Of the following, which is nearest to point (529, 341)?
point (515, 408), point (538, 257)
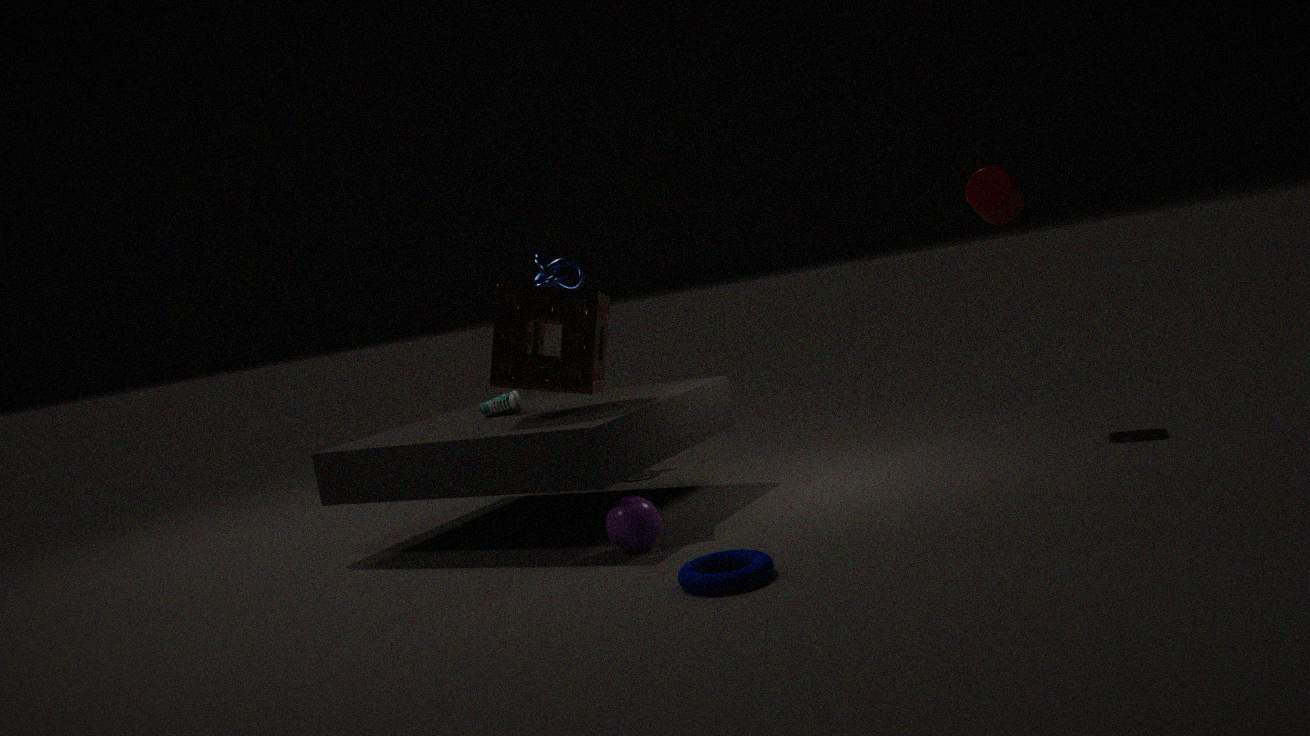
point (515, 408)
